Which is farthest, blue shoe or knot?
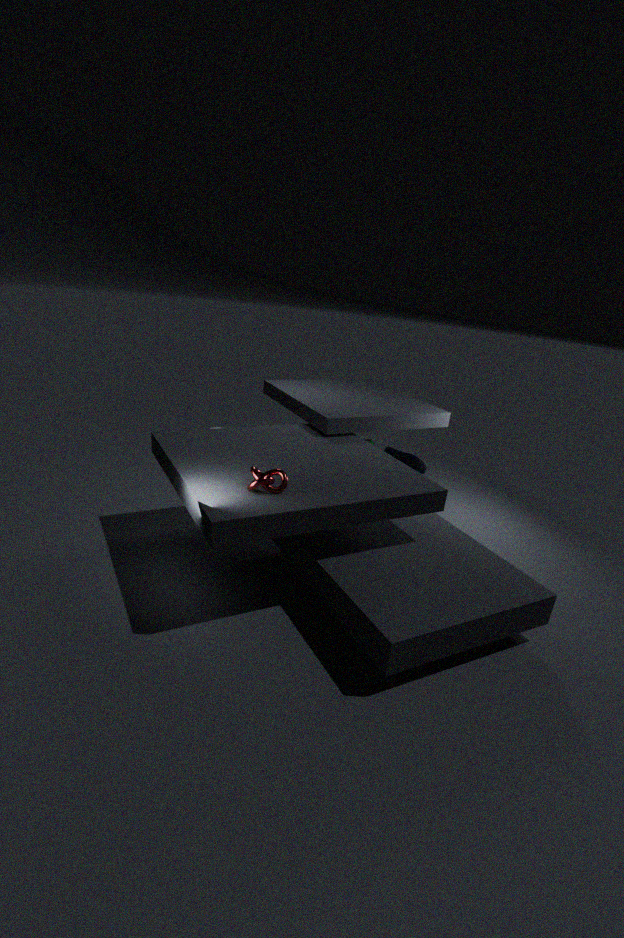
blue shoe
